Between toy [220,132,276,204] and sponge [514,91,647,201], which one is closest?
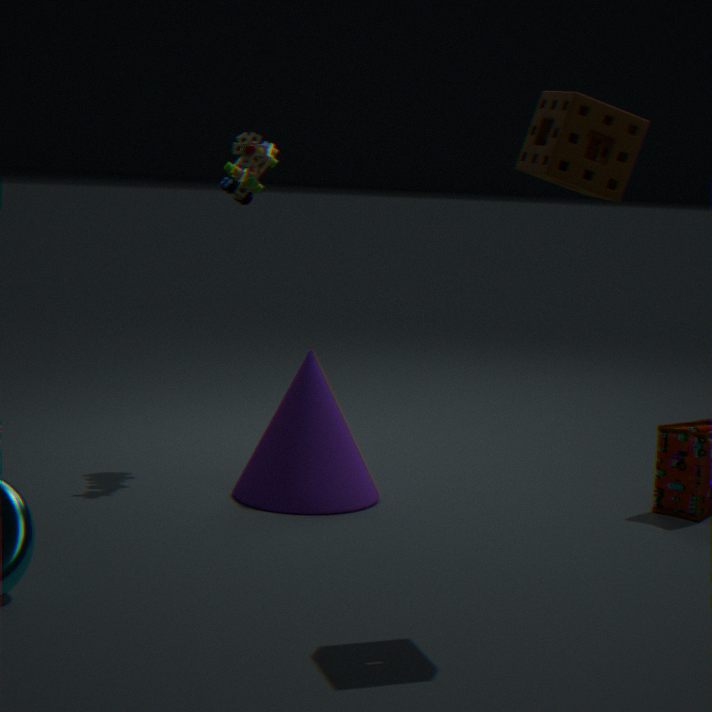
sponge [514,91,647,201]
